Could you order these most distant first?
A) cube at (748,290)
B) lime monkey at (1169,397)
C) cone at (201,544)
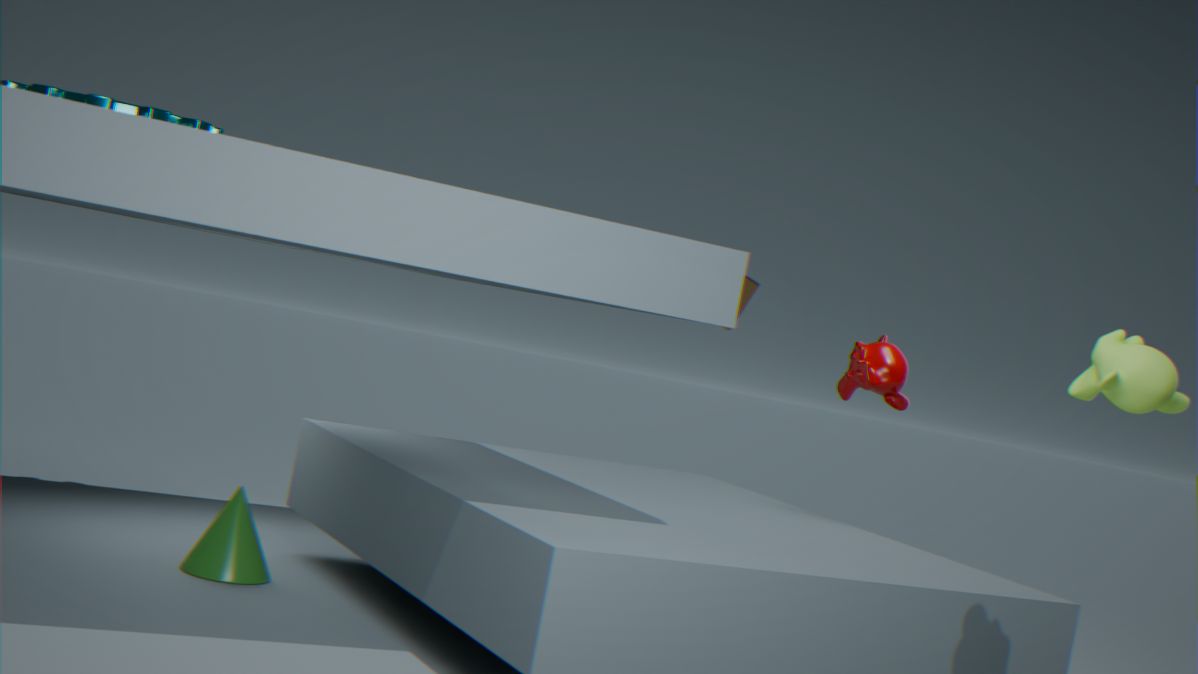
cube at (748,290) → cone at (201,544) → lime monkey at (1169,397)
